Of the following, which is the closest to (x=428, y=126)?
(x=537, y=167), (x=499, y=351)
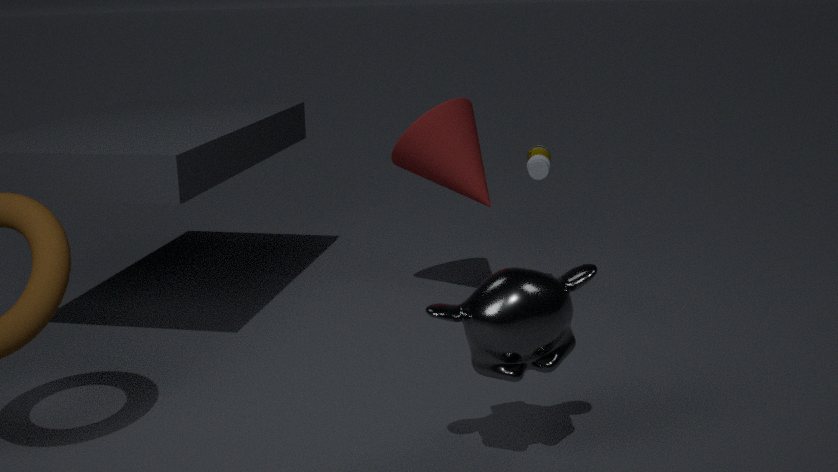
(x=537, y=167)
